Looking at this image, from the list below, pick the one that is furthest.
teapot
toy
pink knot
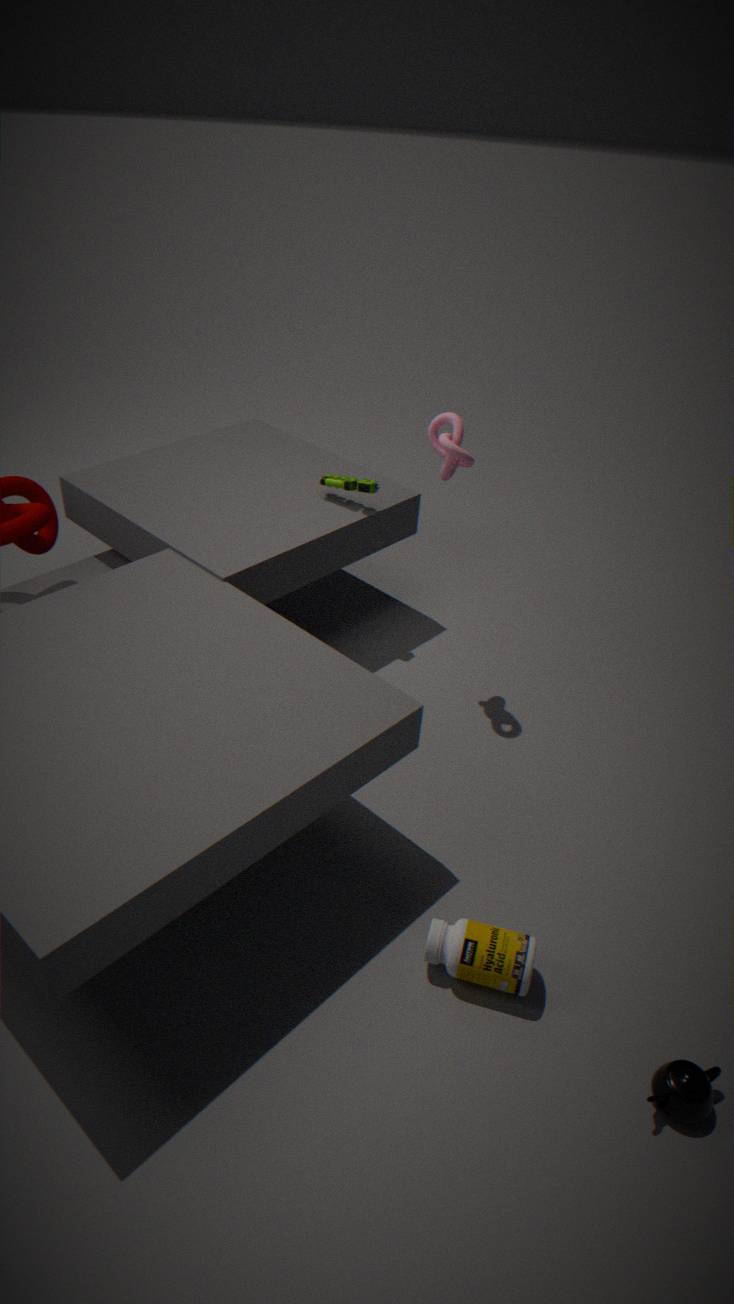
toy
